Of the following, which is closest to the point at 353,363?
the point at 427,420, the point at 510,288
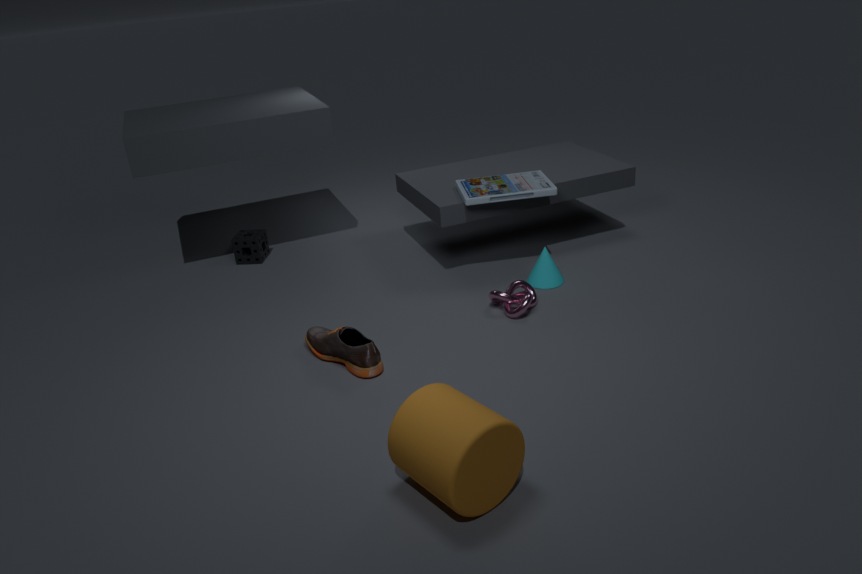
the point at 510,288
